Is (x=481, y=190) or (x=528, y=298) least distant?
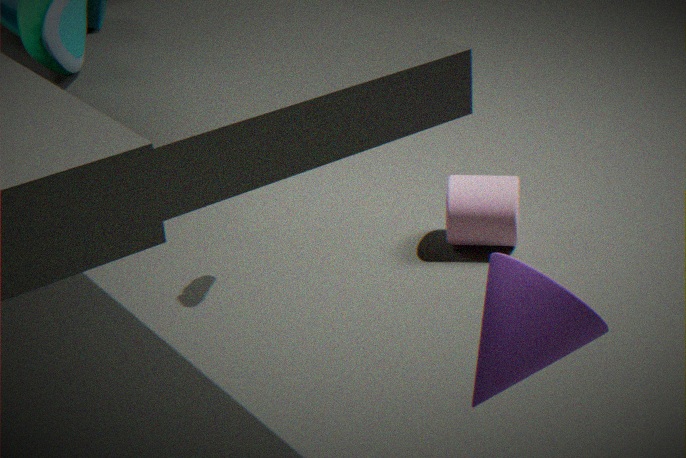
(x=528, y=298)
